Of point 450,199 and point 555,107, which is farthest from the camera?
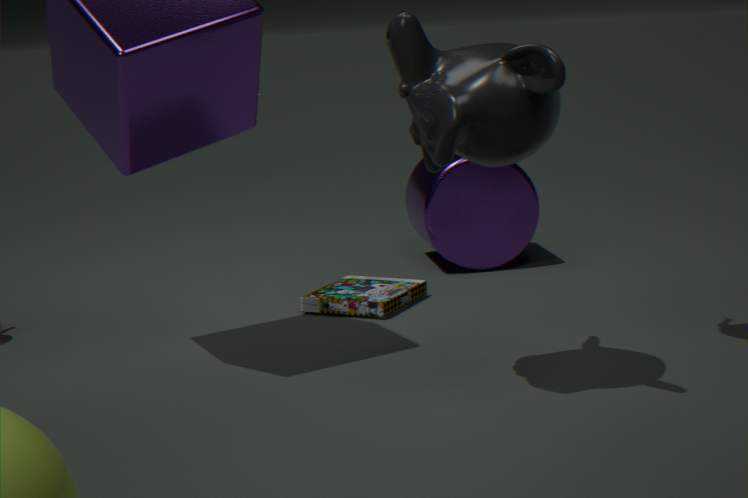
point 450,199
